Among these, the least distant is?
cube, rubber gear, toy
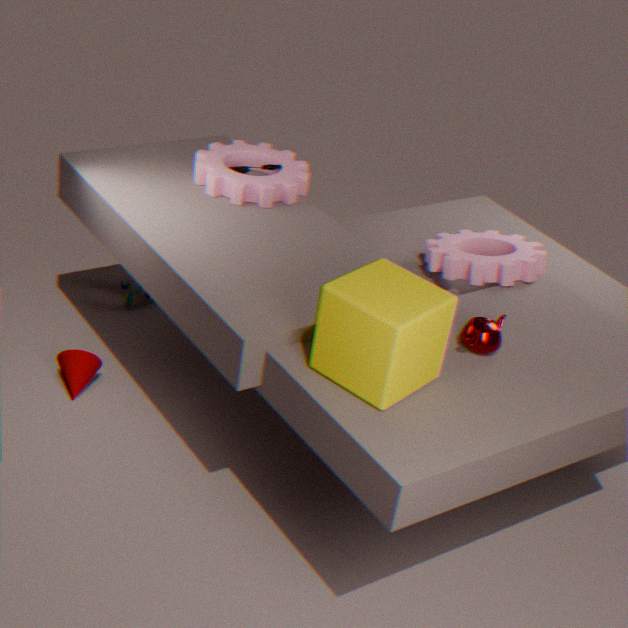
cube
